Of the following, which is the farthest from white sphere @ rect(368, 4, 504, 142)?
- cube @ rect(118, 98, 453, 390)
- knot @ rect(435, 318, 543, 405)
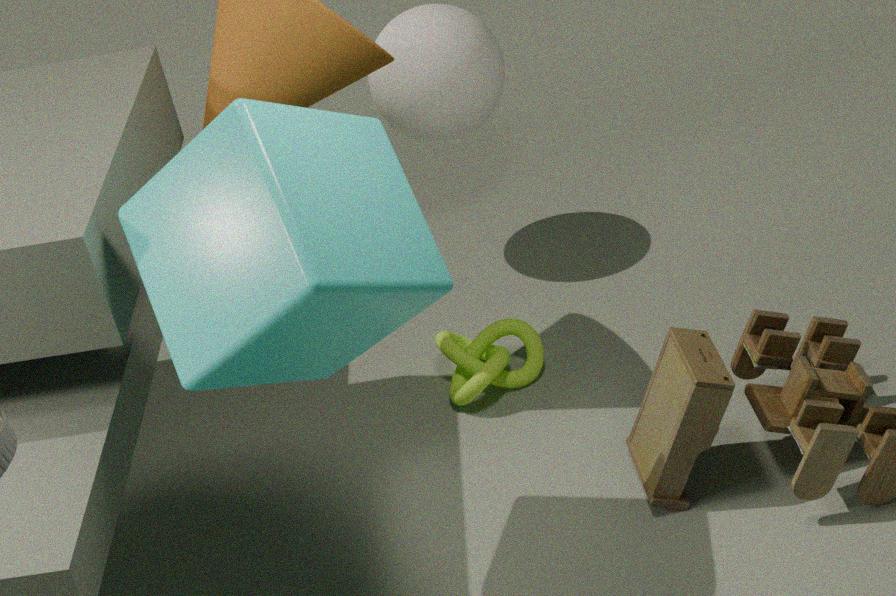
cube @ rect(118, 98, 453, 390)
